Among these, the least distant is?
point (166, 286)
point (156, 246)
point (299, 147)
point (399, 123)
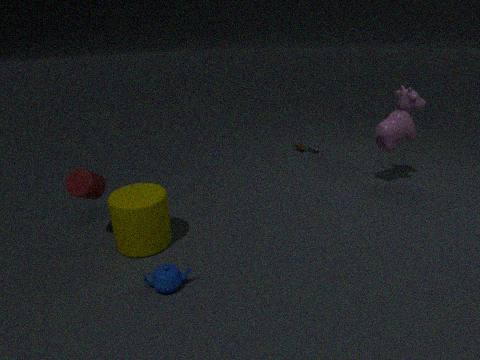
point (166, 286)
